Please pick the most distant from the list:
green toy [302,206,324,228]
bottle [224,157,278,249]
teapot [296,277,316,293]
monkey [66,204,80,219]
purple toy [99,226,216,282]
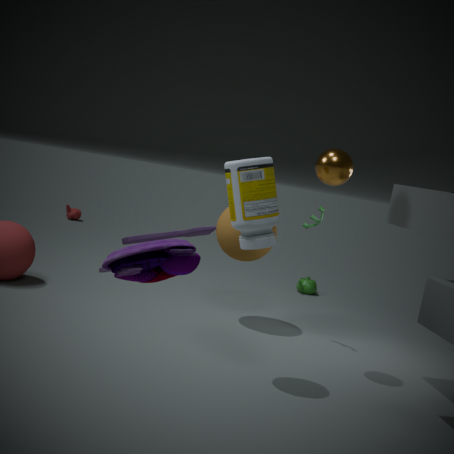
monkey [66,204,80,219]
